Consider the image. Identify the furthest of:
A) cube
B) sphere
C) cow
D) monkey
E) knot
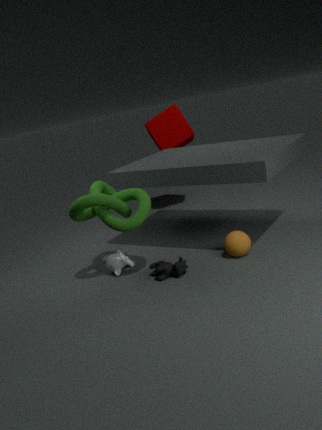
cube
